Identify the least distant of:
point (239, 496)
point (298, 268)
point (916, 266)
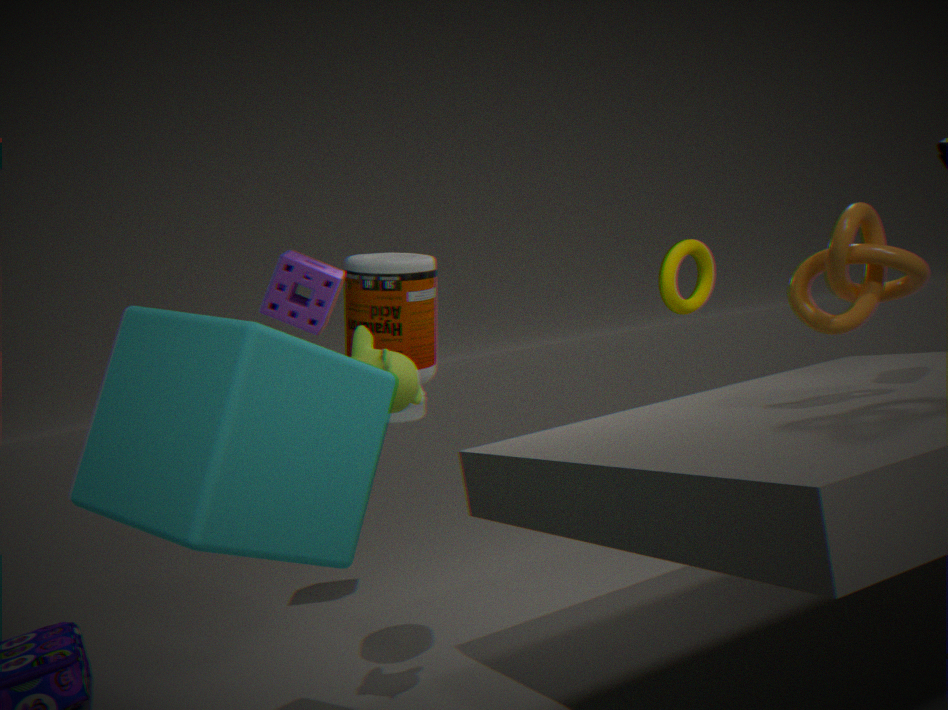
point (239, 496)
